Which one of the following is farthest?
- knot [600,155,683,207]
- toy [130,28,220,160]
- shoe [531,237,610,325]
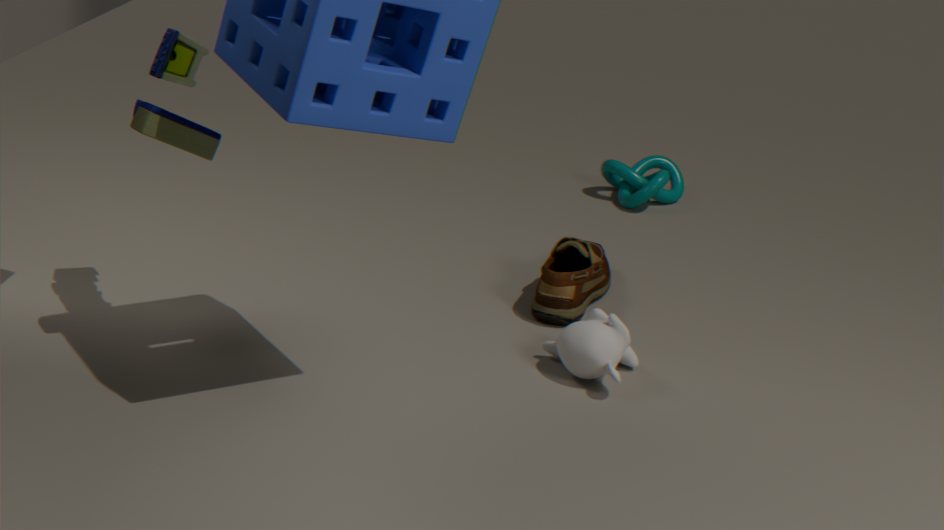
knot [600,155,683,207]
